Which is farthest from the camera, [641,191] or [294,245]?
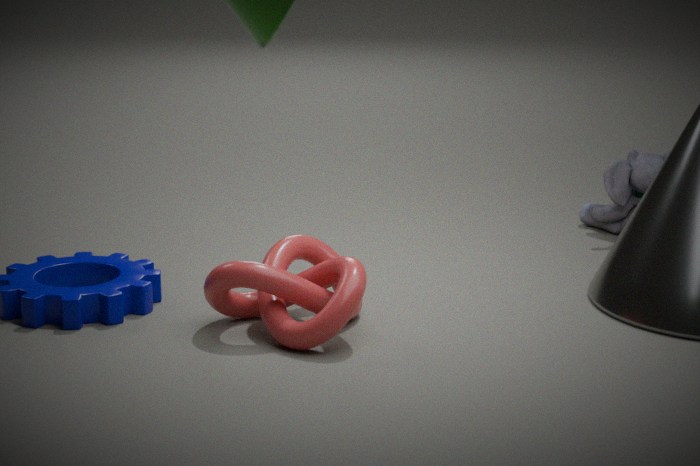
[641,191]
